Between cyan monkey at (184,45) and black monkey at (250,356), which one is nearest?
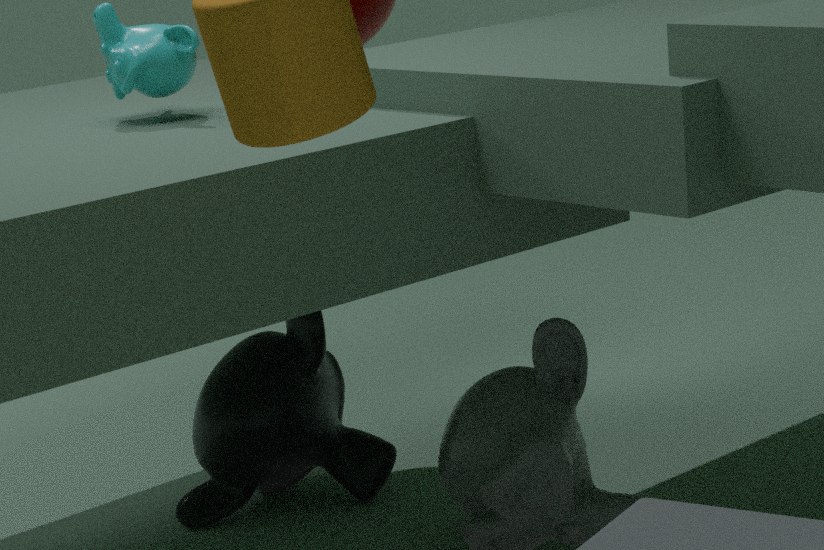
cyan monkey at (184,45)
